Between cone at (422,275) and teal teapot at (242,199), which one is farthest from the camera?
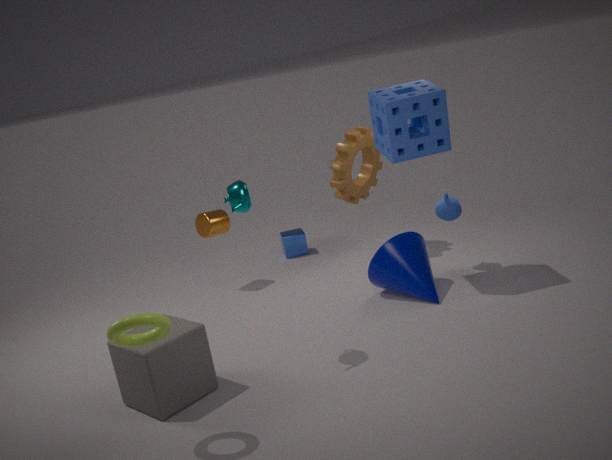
cone at (422,275)
